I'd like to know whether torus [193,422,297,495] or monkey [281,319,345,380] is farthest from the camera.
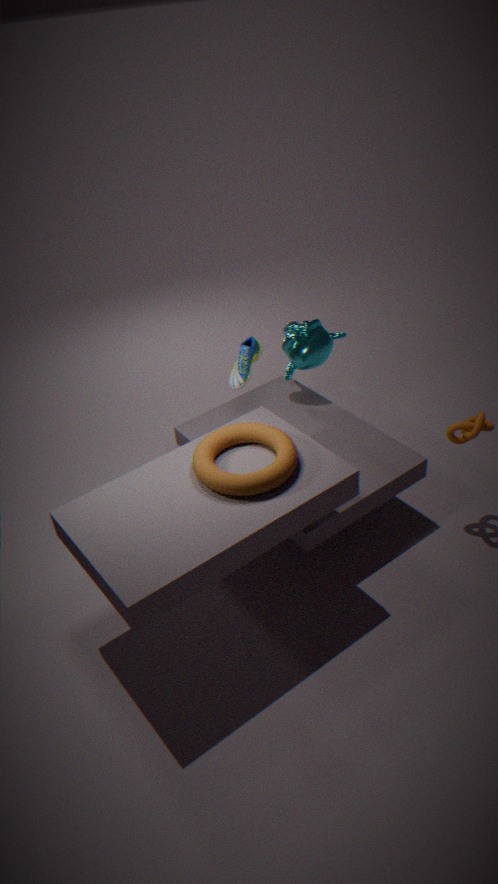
monkey [281,319,345,380]
